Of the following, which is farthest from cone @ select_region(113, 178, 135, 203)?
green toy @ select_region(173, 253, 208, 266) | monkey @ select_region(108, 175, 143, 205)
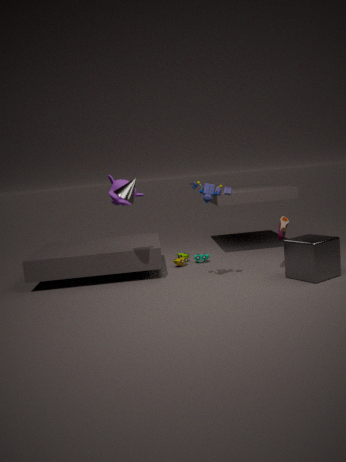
monkey @ select_region(108, 175, 143, 205)
